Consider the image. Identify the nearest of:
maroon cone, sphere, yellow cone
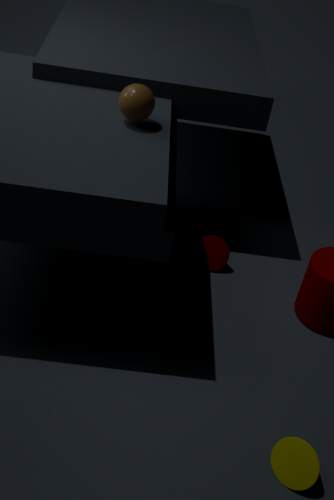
yellow cone
